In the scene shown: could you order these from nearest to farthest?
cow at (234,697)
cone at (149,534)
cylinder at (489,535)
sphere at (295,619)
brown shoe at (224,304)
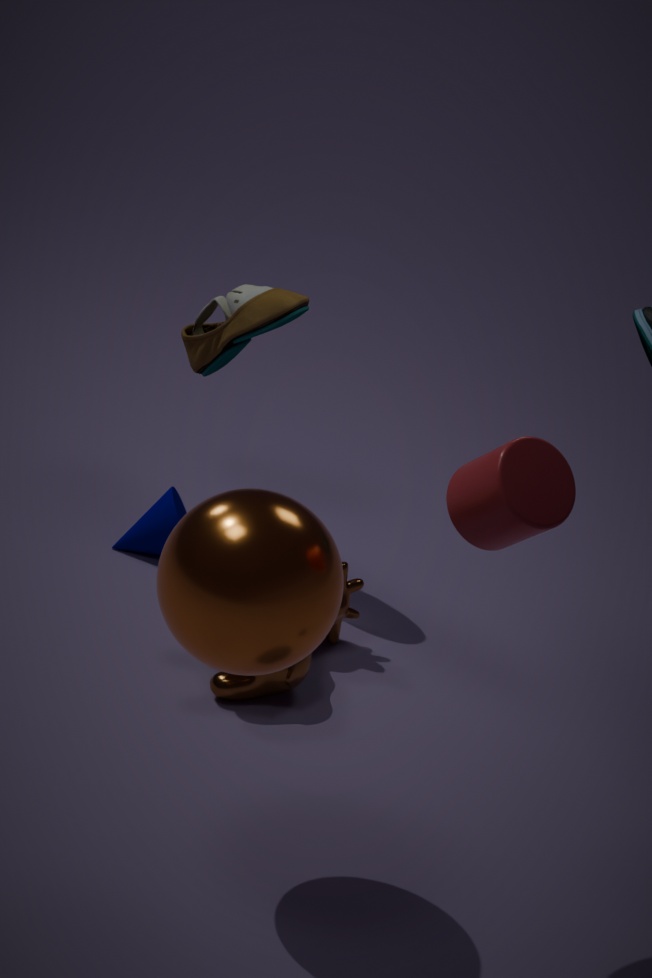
sphere at (295,619) → cylinder at (489,535) → cow at (234,697) → brown shoe at (224,304) → cone at (149,534)
